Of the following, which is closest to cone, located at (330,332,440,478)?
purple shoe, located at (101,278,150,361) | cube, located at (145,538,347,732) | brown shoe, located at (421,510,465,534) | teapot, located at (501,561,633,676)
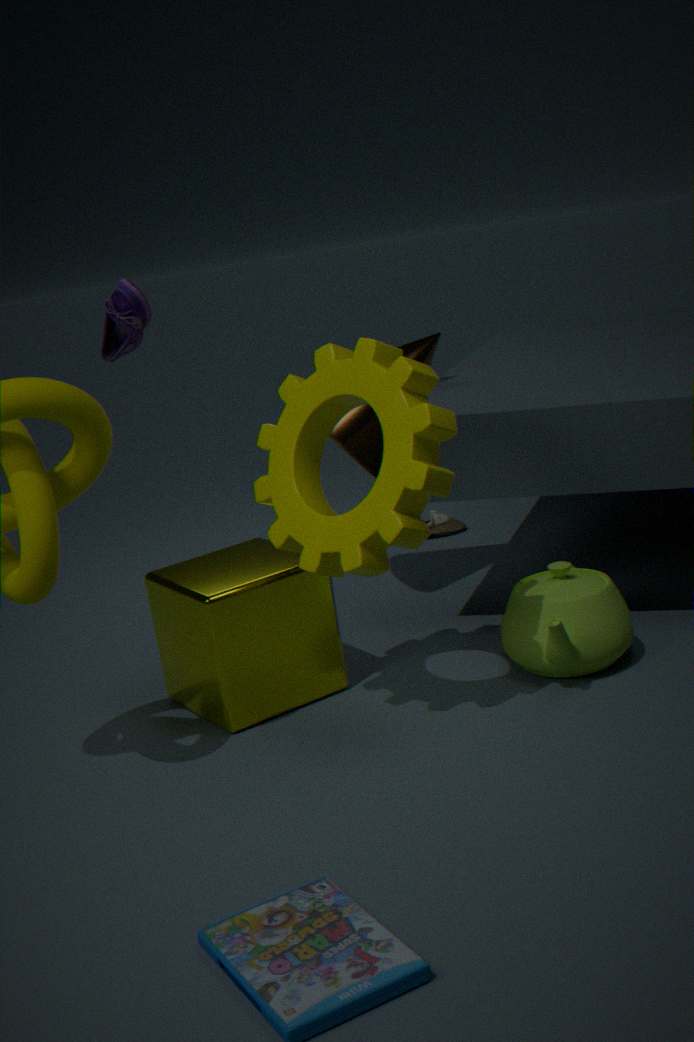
cube, located at (145,538,347,732)
